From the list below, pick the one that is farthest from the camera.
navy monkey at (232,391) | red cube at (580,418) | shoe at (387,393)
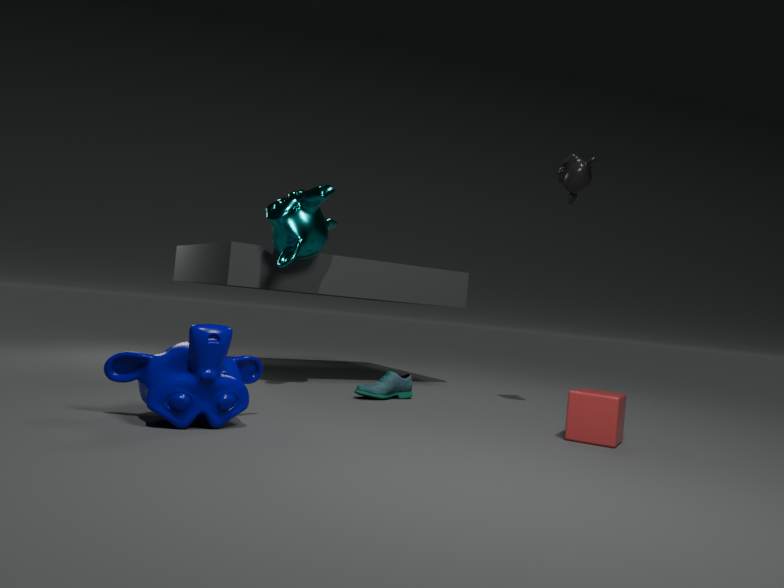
shoe at (387,393)
